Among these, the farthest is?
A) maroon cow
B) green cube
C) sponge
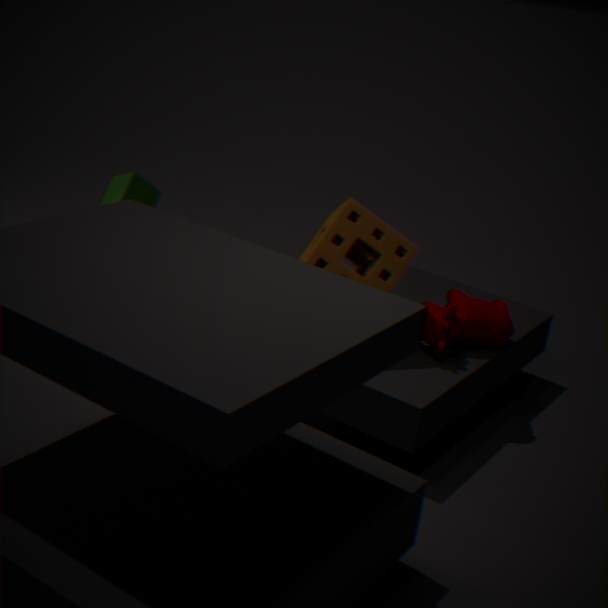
green cube
